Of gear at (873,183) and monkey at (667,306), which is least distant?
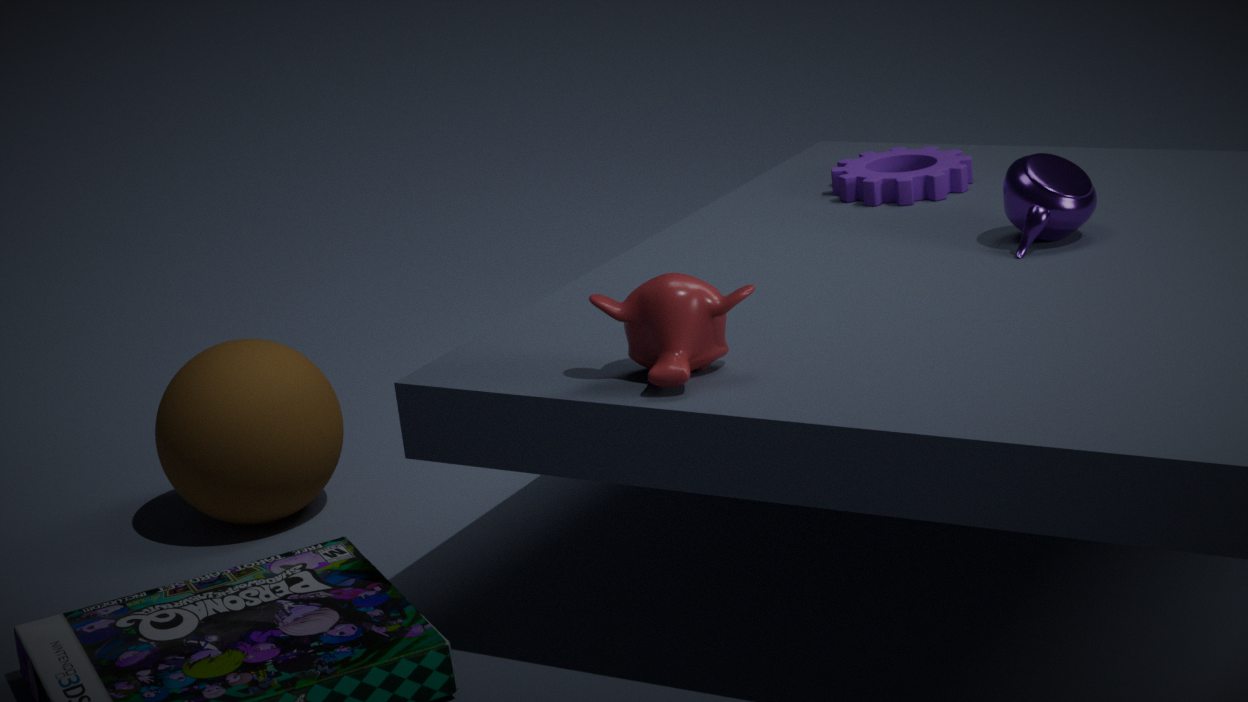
monkey at (667,306)
